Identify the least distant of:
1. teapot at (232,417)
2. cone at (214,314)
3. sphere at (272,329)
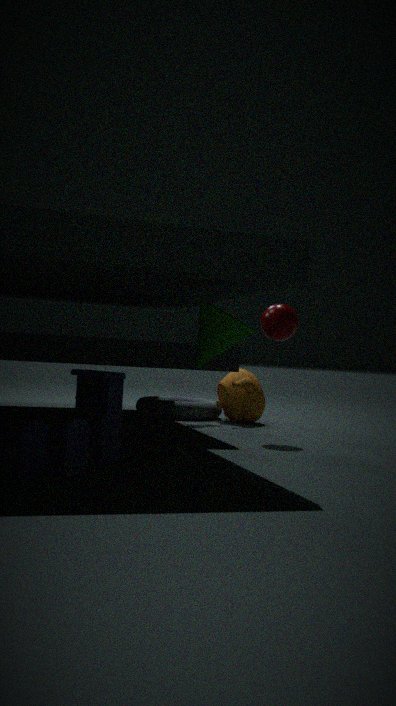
cone at (214,314)
